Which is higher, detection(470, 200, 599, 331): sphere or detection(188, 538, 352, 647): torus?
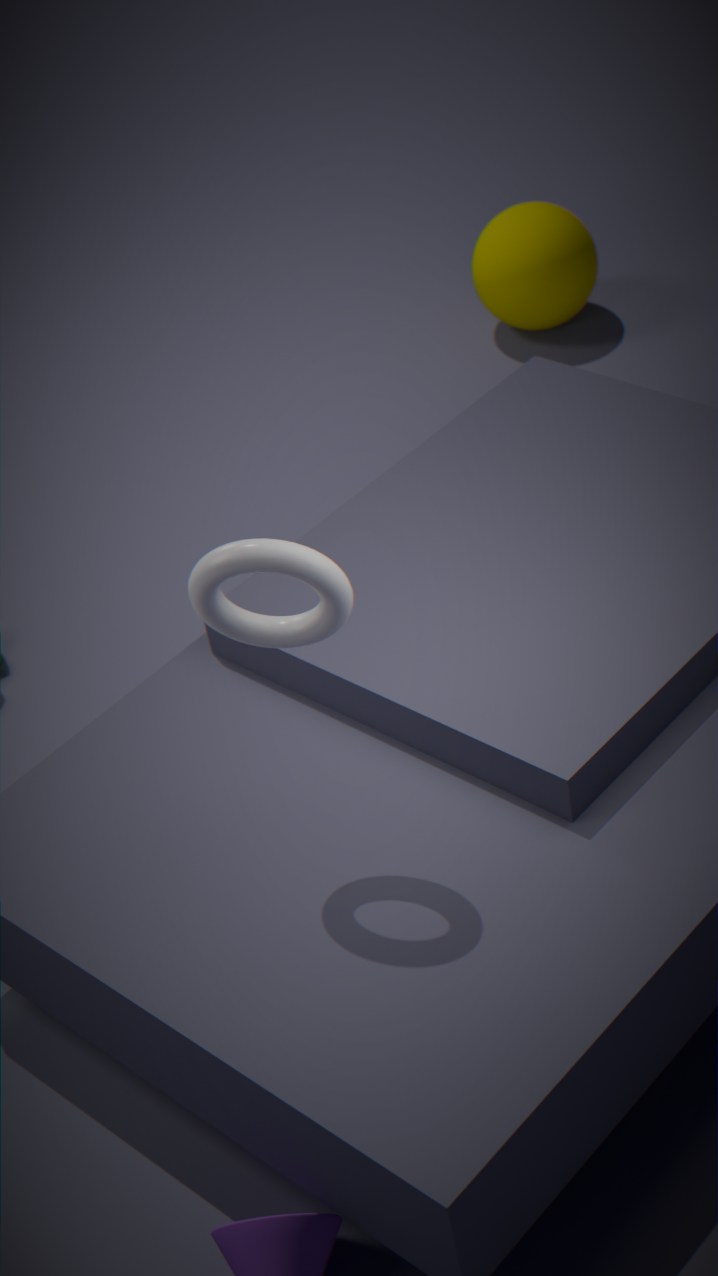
detection(188, 538, 352, 647): torus
